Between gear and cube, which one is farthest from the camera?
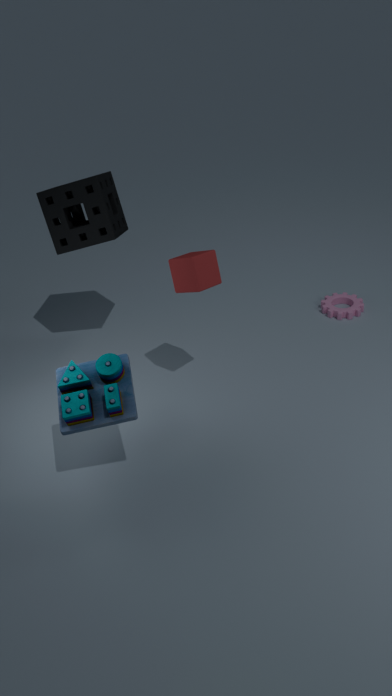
gear
